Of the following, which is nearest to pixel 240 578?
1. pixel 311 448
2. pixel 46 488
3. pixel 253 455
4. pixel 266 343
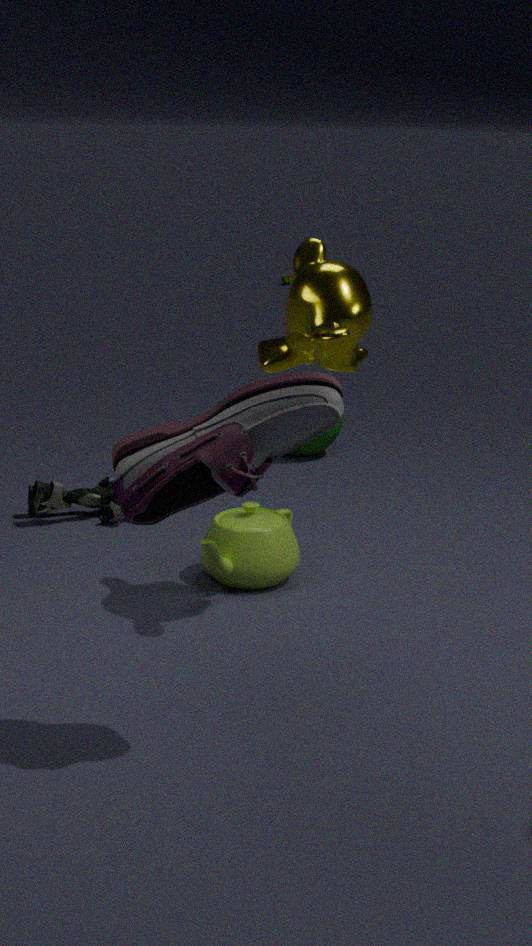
pixel 46 488
